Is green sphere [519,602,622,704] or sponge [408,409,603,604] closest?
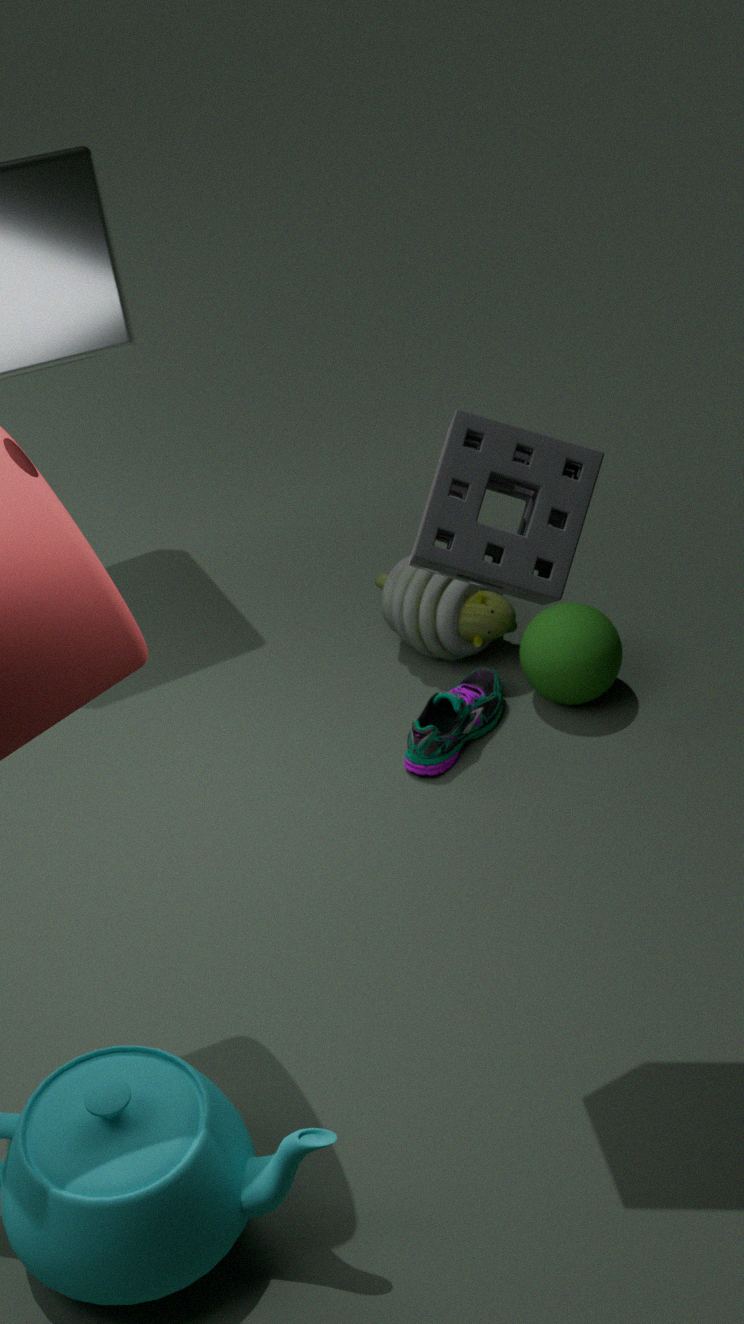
sponge [408,409,603,604]
